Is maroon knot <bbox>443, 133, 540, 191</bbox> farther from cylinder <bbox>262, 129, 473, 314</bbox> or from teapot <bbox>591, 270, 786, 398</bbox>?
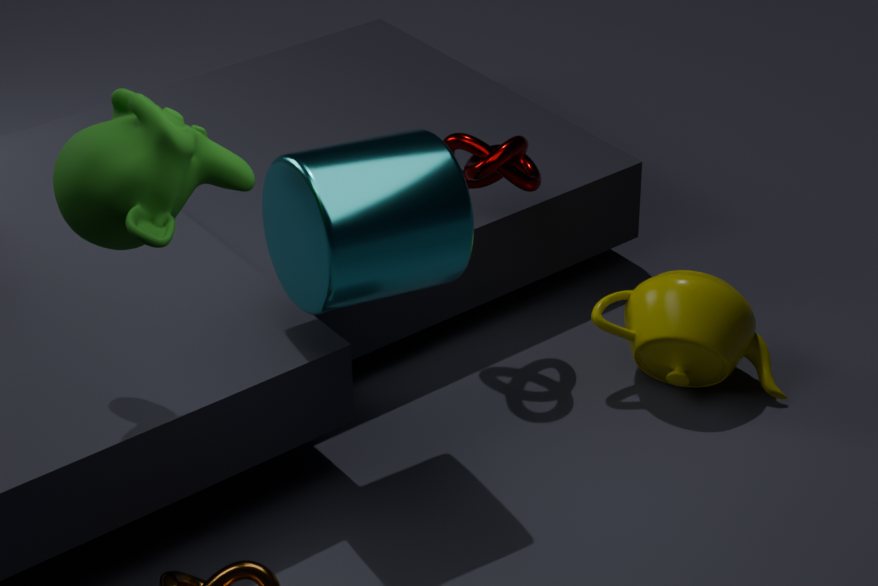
teapot <bbox>591, 270, 786, 398</bbox>
